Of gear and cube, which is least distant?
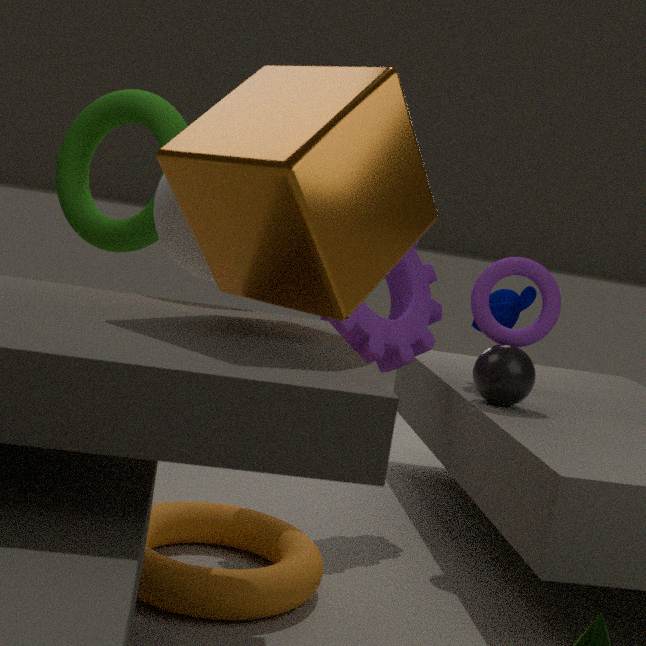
cube
